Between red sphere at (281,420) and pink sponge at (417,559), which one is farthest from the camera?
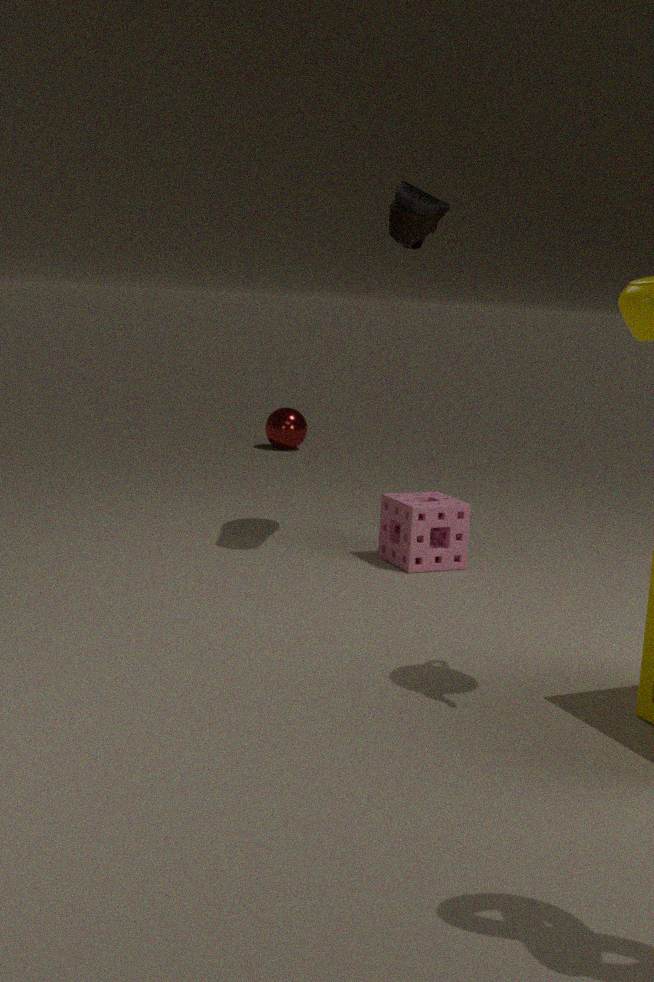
red sphere at (281,420)
